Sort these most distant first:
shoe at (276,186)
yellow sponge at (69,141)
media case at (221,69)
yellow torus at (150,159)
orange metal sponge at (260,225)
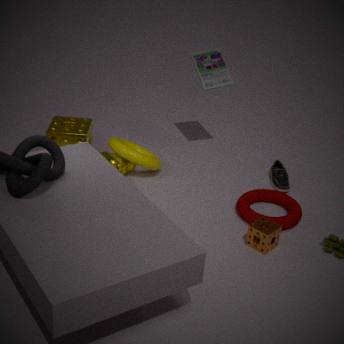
media case at (221,69)
shoe at (276,186)
yellow sponge at (69,141)
yellow torus at (150,159)
orange metal sponge at (260,225)
